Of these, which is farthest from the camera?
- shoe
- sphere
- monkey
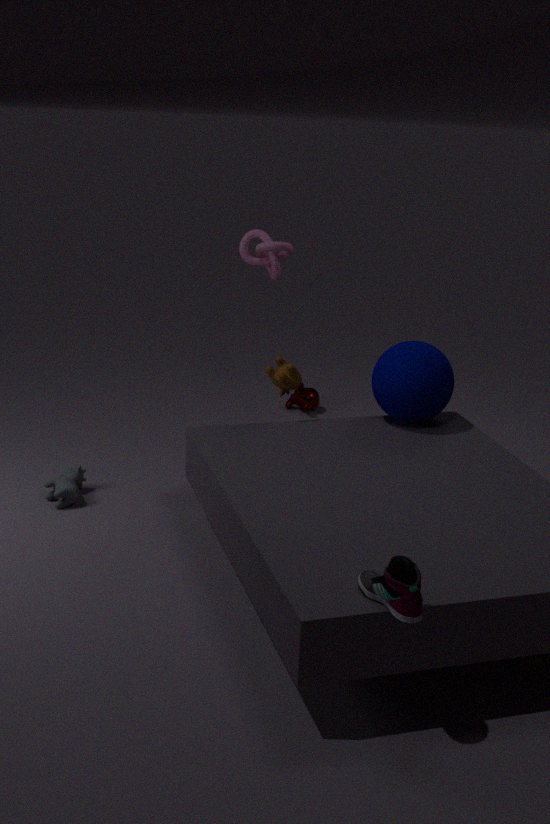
monkey
